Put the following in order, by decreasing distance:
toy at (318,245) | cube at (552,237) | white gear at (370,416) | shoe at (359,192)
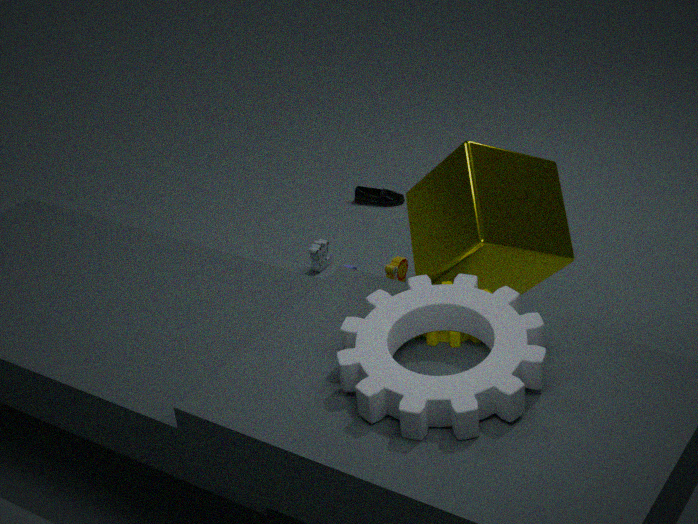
shoe at (359,192)
toy at (318,245)
cube at (552,237)
white gear at (370,416)
